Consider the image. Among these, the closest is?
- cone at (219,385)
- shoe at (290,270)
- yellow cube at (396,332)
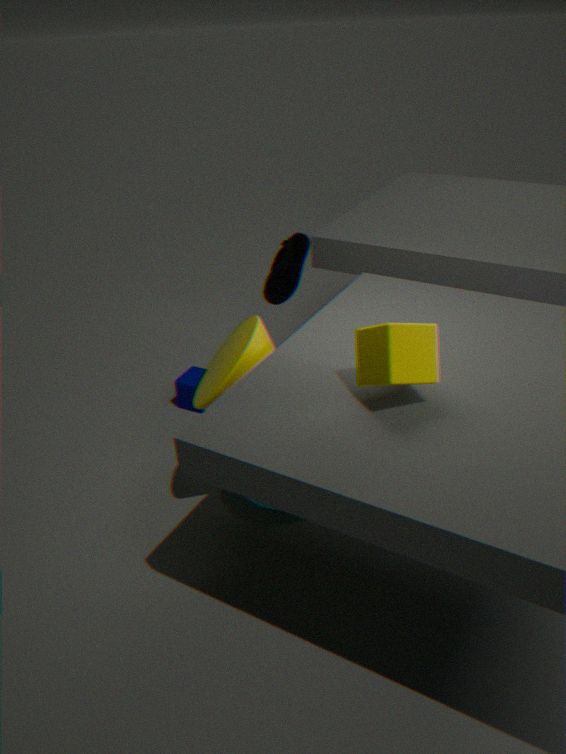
yellow cube at (396,332)
